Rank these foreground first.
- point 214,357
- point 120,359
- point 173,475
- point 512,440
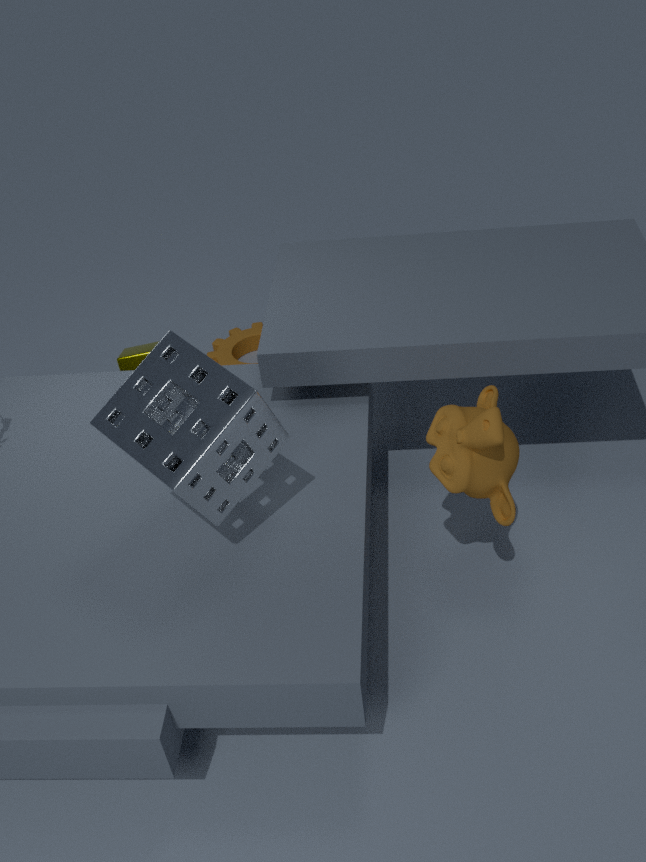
1. point 173,475
2. point 512,440
3. point 120,359
4. point 214,357
